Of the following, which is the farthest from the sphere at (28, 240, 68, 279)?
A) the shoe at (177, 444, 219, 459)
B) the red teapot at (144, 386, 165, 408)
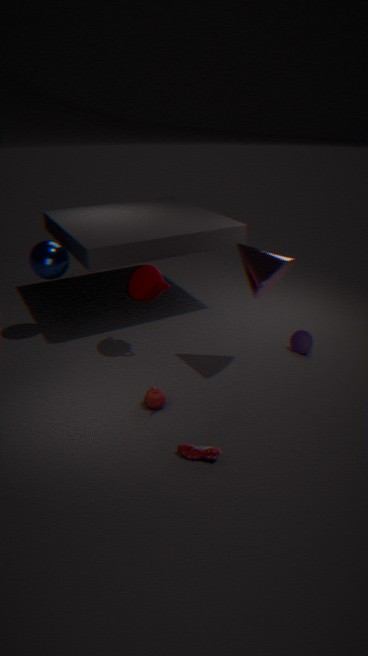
the shoe at (177, 444, 219, 459)
